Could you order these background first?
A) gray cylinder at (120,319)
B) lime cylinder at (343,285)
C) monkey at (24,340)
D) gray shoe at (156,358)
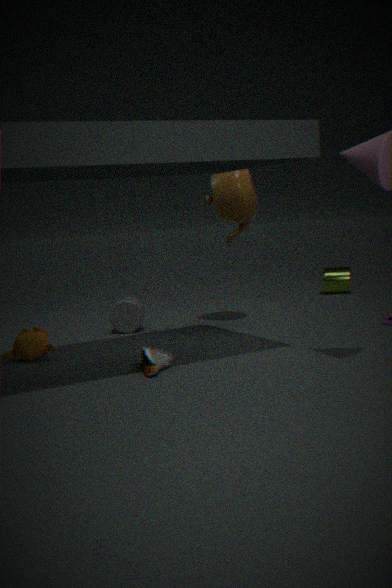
lime cylinder at (343,285), gray cylinder at (120,319), monkey at (24,340), gray shoe at (156,358)
